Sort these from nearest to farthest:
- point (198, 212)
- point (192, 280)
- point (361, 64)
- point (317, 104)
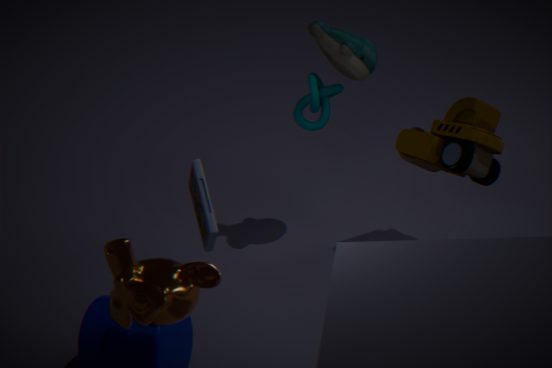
1. point (198, 212)
2. point (192, 280)
3. point (361, 64)
4. point (317, 104)
